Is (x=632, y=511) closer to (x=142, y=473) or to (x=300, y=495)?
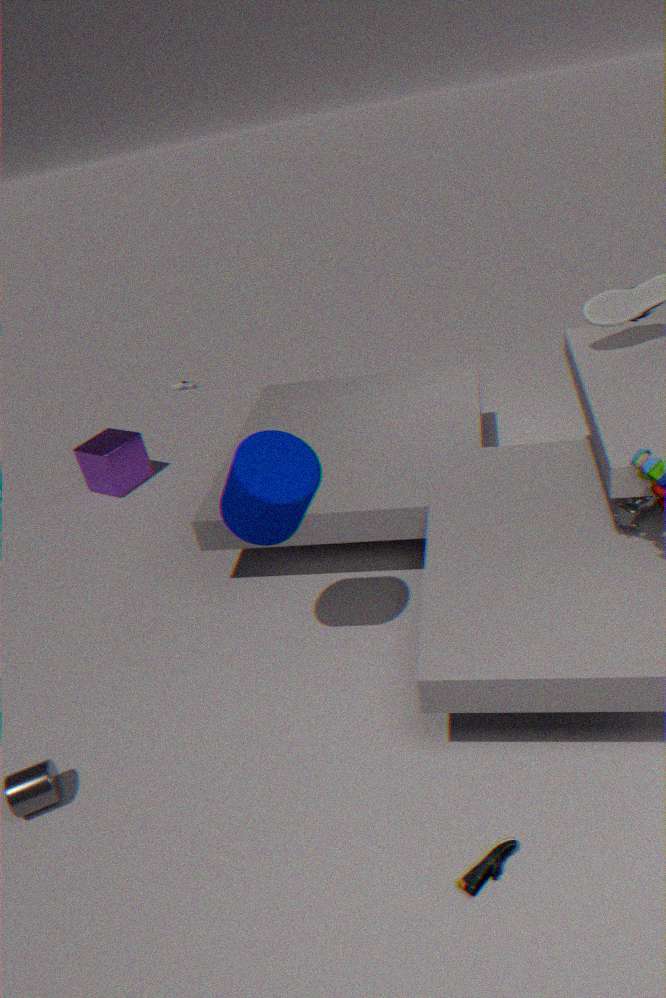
(x=300, y=495)
